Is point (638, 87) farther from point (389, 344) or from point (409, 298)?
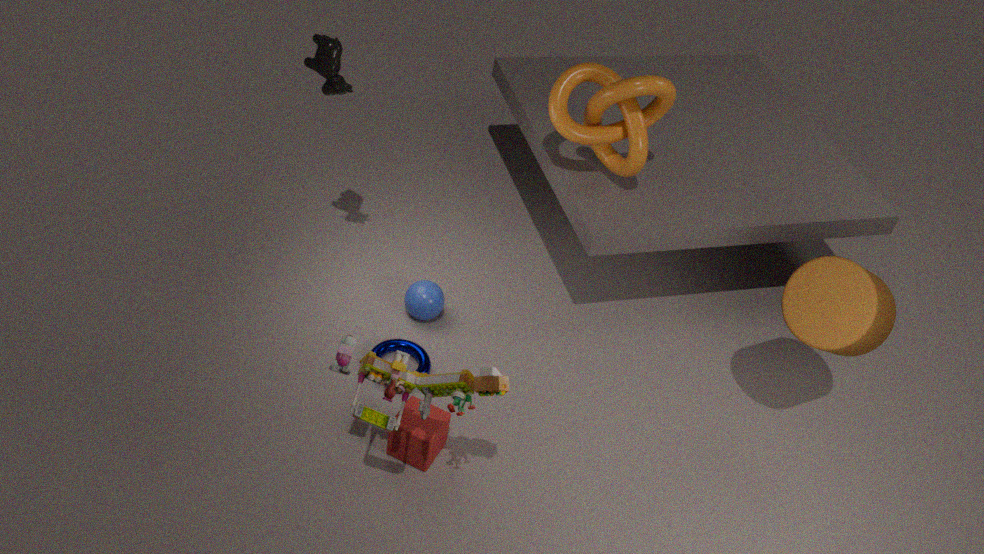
point (389, 344)
